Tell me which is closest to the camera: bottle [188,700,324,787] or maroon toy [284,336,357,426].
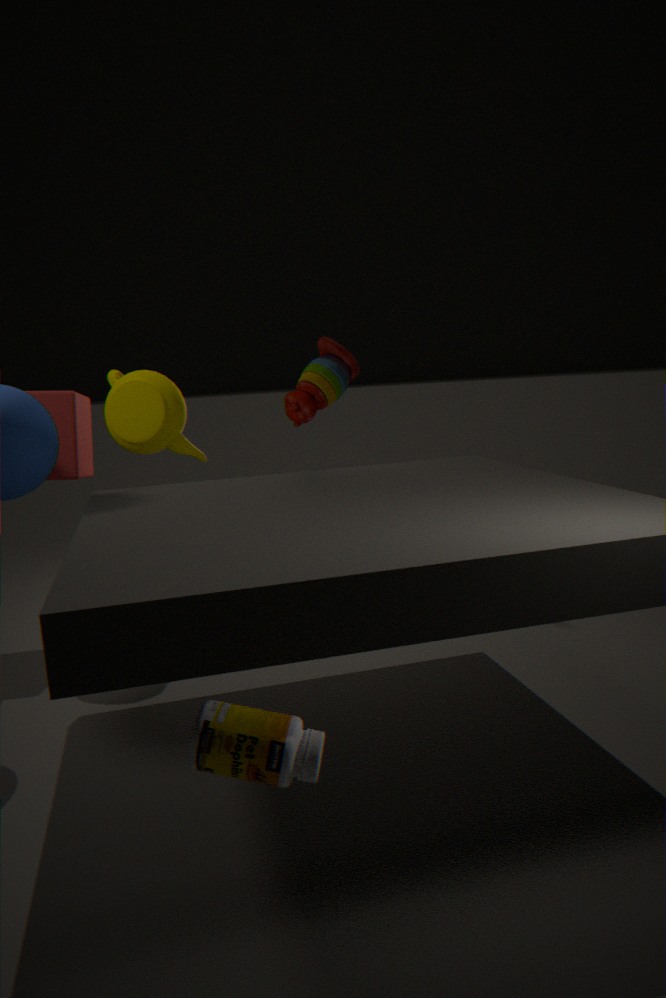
bottle [188,700,324,787]
